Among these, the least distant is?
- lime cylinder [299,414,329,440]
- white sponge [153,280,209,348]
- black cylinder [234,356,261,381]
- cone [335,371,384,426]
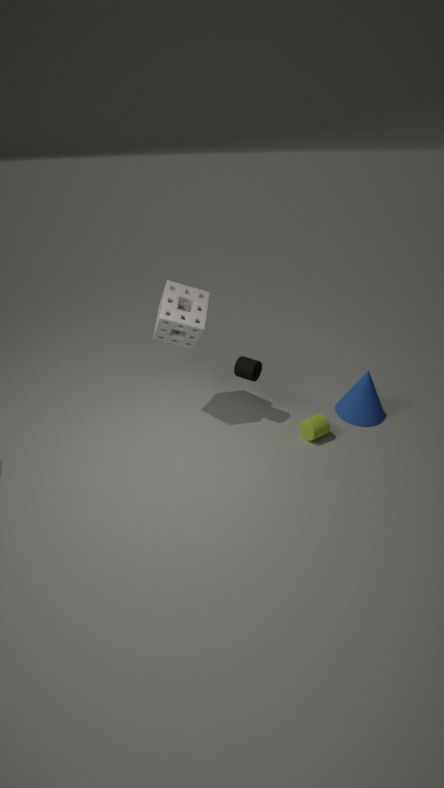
white sponge [153,280,209,348]
